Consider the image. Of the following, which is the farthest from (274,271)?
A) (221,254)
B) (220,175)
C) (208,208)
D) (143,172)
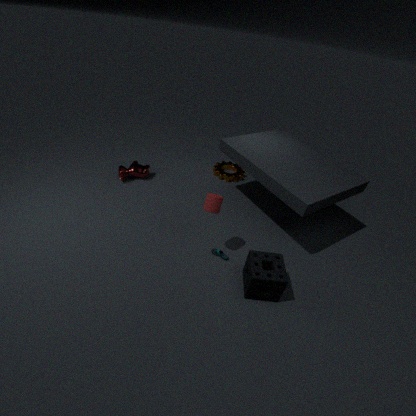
(143,172)
